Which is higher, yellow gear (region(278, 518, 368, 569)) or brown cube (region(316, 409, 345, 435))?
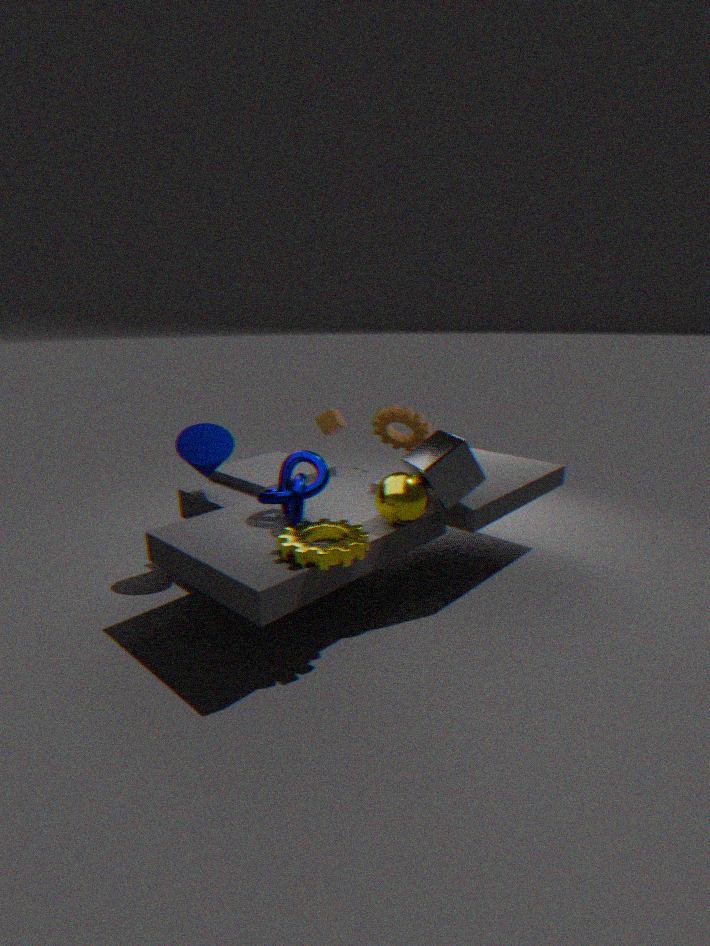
brown cube (region(316, 409, 345, 435))
